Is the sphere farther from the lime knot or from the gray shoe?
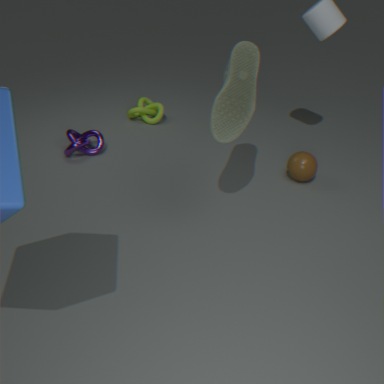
the lime knot
